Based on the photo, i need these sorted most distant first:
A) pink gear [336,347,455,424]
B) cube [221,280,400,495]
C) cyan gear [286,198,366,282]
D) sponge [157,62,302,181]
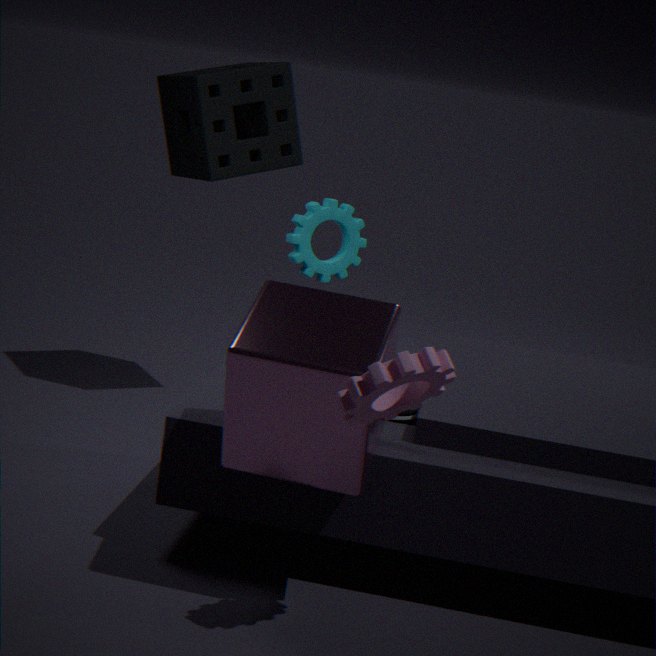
sponge [157,62,302,181], cyan gear [286,198,366,282], cube [221,280,400,495], pink gear [336,347,455,424]
